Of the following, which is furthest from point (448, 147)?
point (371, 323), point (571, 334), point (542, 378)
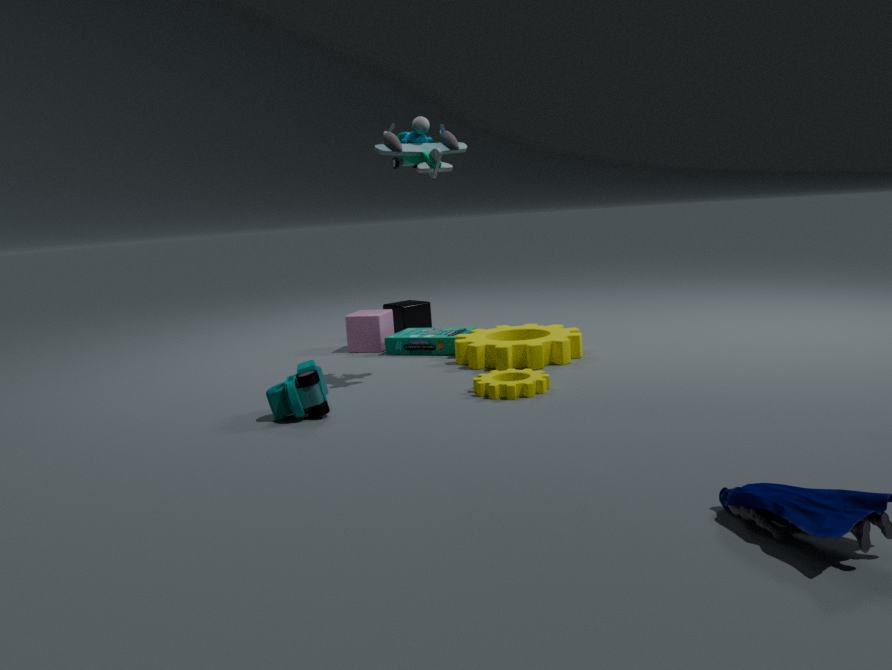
point (371, 323)
